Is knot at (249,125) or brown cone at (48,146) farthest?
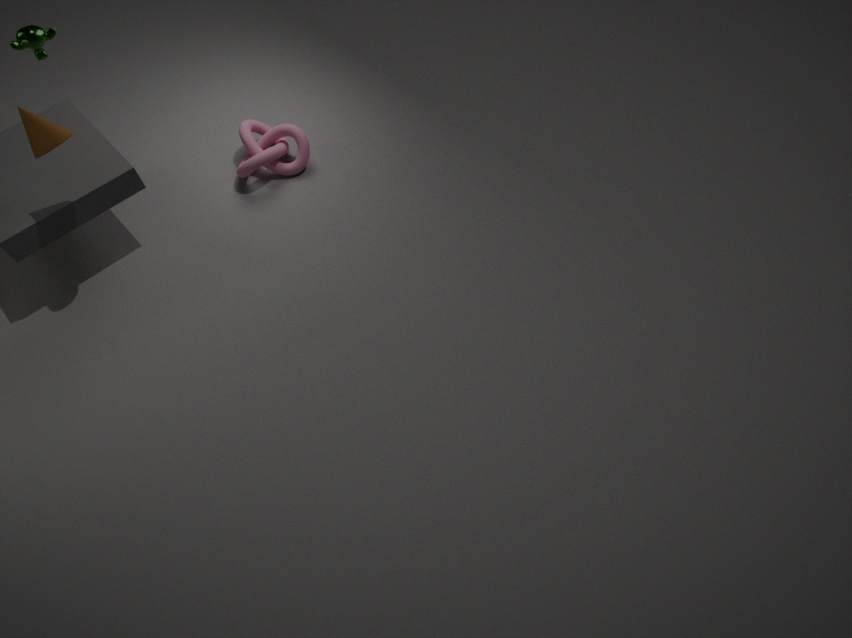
knot at (249,125)
